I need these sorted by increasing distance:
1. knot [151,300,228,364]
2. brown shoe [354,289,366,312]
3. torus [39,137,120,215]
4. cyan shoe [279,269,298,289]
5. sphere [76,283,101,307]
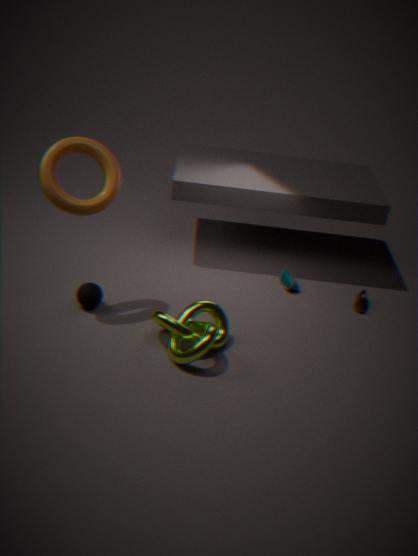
knot [151,300,228,364] → torus [39,137,120,215] → sphere [76,283,101,307] → brown shoe [354,289,366,312] → cyan shoe [279,269,298,289]
